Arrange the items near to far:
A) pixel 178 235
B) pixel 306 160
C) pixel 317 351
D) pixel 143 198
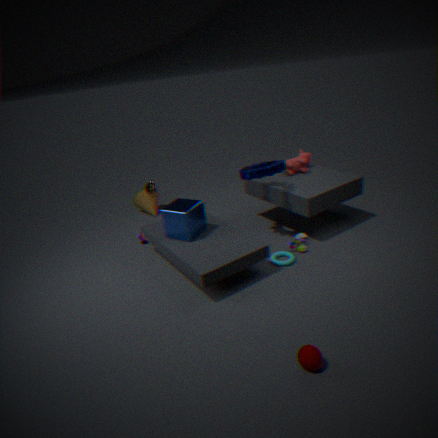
pixel 317 351 < pixel 178 235 < pixel 306 160 < pixel 143 198
